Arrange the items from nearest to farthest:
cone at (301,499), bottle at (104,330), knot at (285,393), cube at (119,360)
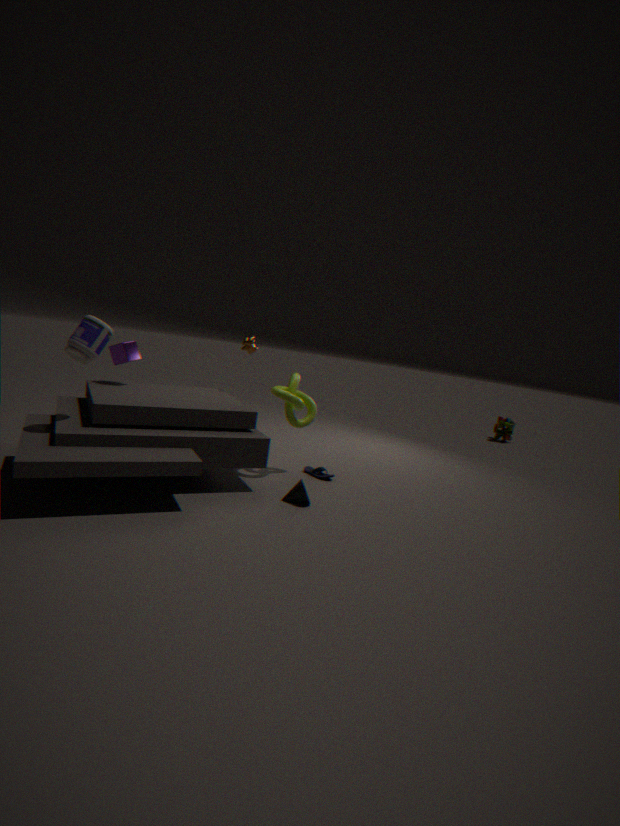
bottle at (104,330), cone at (301,499), cube at (119,360), knot at (285,393)
